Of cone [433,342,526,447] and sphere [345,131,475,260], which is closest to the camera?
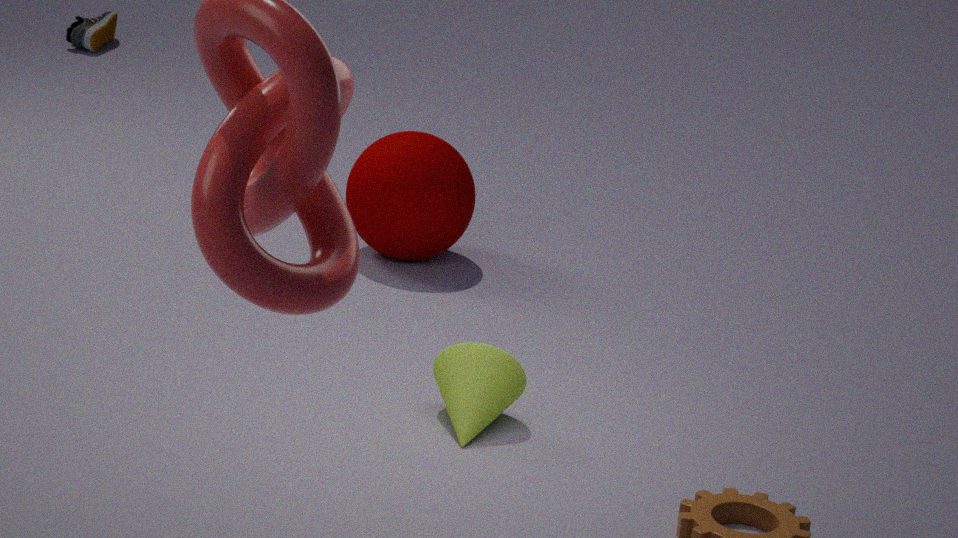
cone [433,342,526,447]
